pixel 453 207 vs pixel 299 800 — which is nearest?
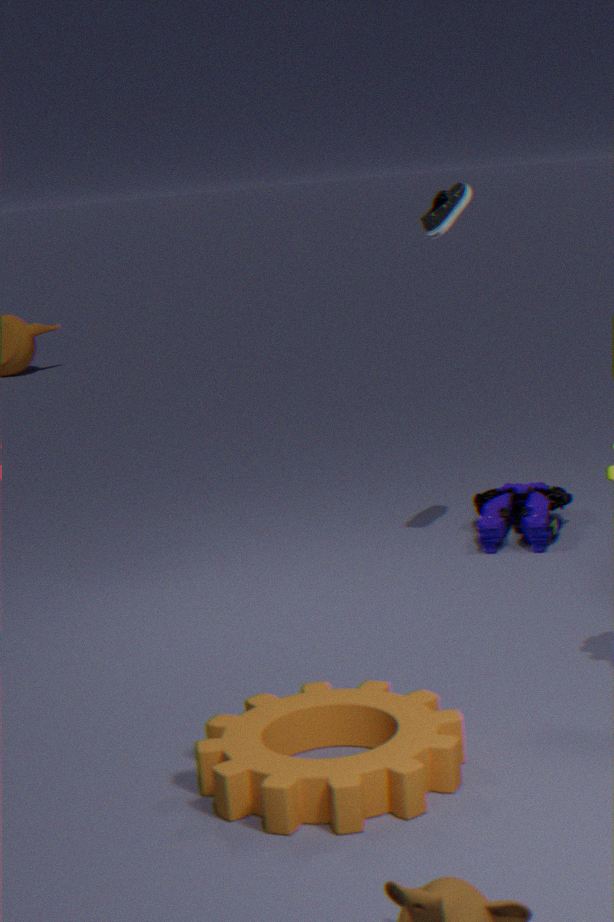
pixel 299 800
